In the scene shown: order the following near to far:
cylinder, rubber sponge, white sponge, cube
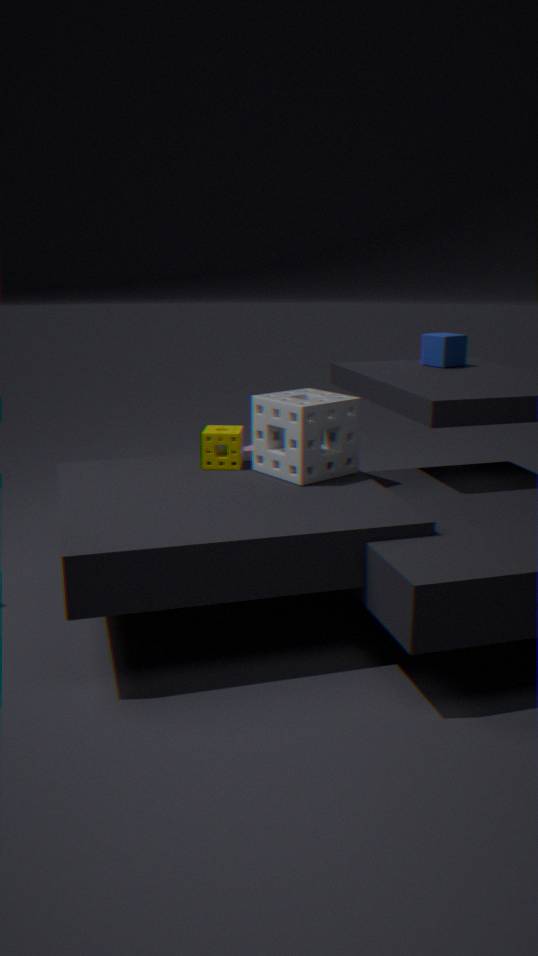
1. cylinder
2. white sponge
3. rubber sponge
4. cube
